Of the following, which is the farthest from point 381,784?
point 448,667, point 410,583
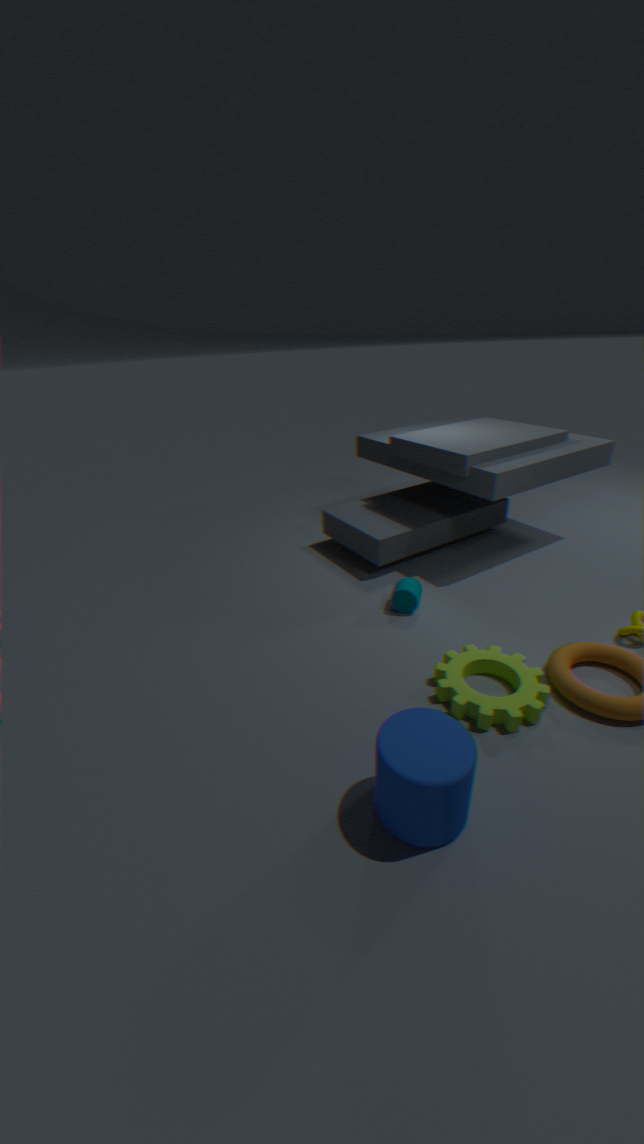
point 410,583
